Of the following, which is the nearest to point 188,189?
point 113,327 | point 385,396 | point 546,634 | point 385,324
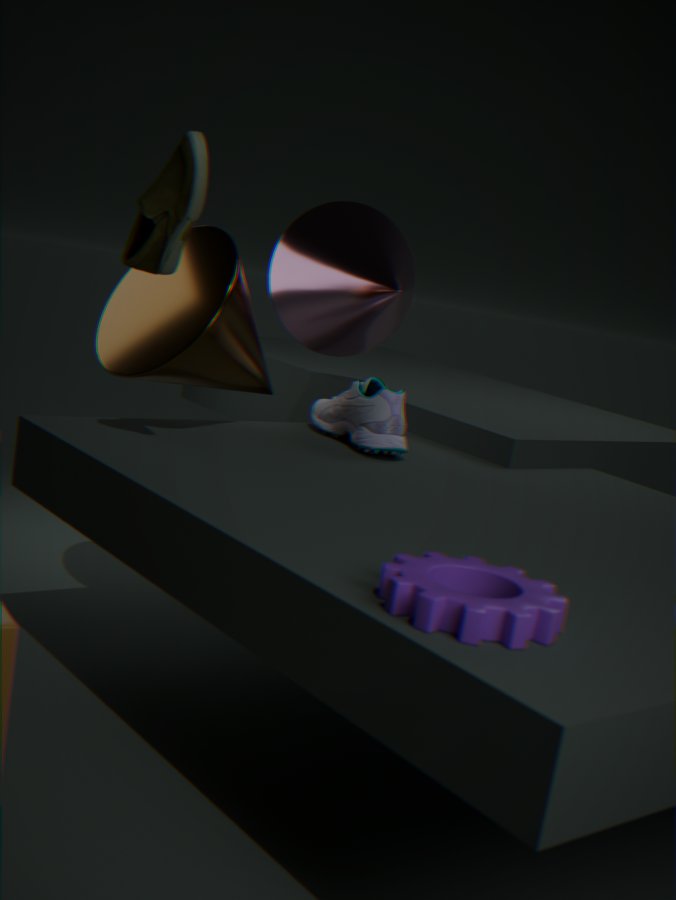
point 113,327
